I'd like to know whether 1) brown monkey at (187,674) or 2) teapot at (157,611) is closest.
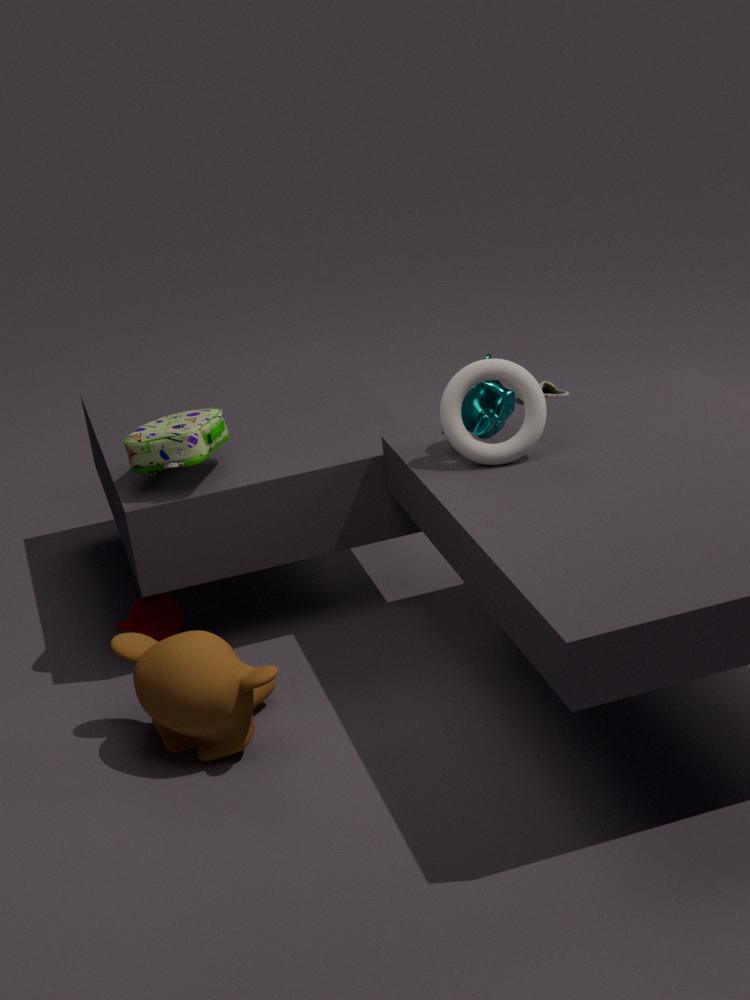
1. brown monkey at (187,674)
